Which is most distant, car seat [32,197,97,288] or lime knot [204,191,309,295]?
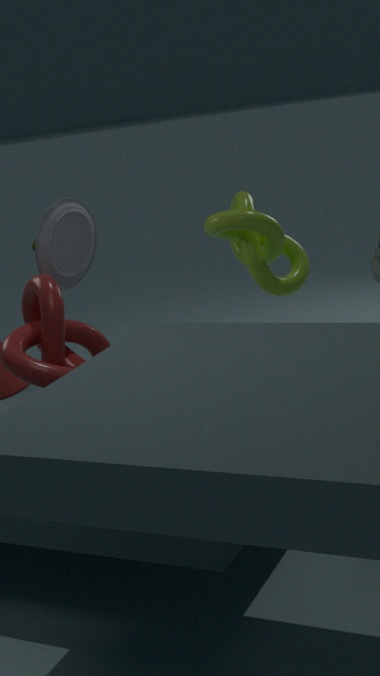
A: lime knot [204,191,309,295]
